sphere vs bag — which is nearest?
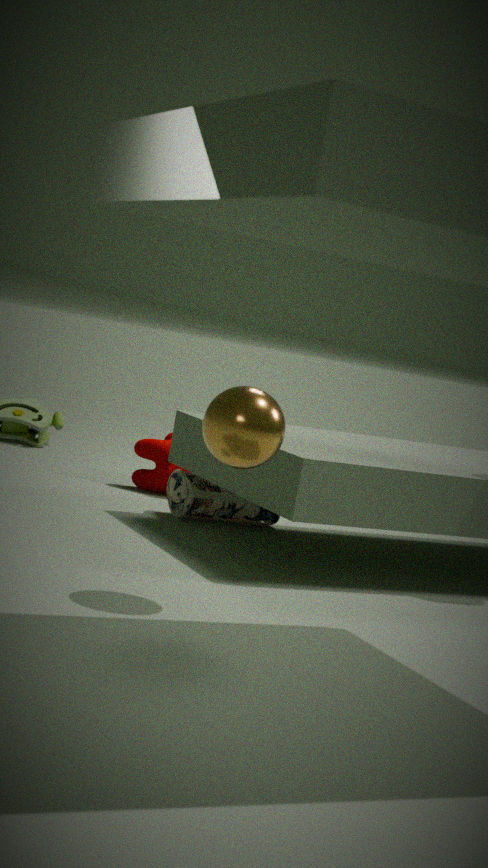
sphere
